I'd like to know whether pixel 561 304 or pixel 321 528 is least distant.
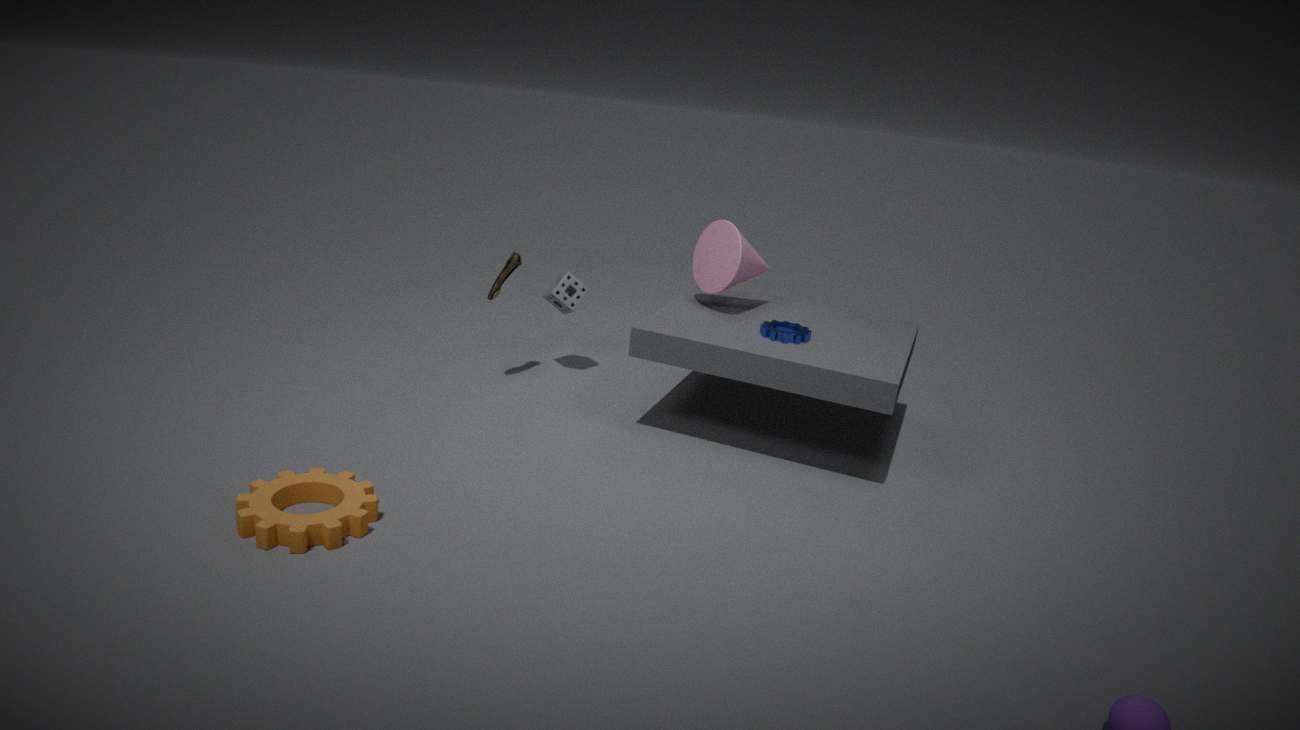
pixel 321 528
